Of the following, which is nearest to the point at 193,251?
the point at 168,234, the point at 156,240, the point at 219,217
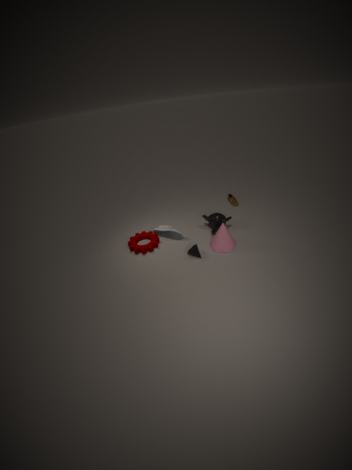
the point at 168,234
